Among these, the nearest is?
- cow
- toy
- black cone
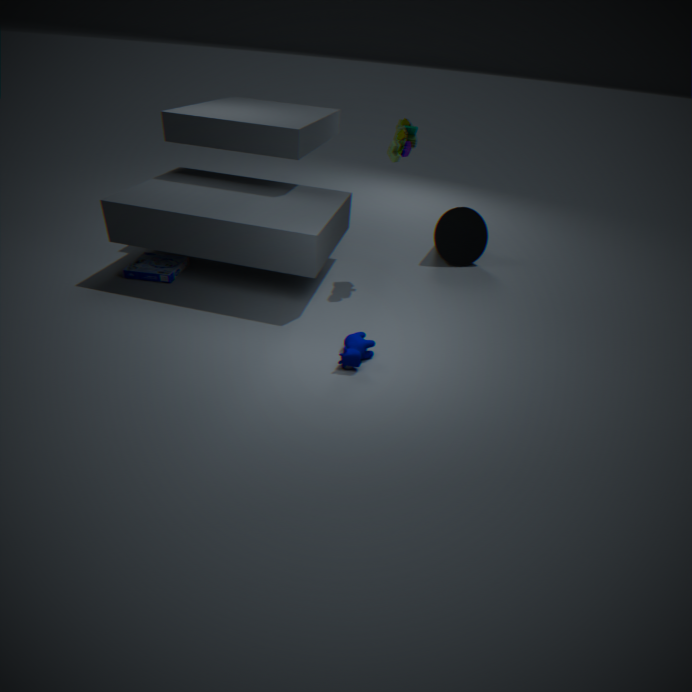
cow
